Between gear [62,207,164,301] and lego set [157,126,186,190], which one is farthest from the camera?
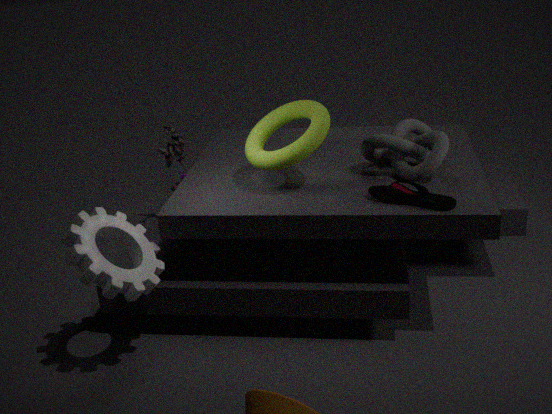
lego set [157,126,186,190]
